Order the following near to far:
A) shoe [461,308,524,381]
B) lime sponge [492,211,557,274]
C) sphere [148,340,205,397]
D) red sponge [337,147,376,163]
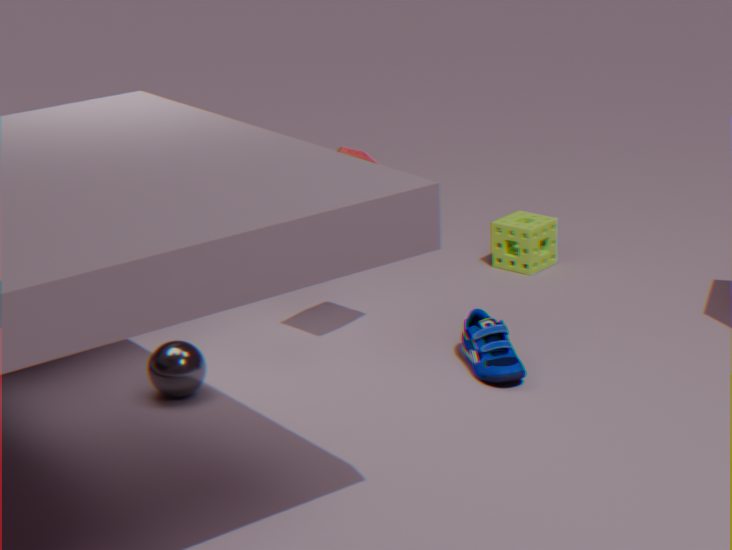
sphere [148,340,205,397], shoe [461,308,524,381], red sponge [337,147,376,163], lime sponge [492,211,557,274]
